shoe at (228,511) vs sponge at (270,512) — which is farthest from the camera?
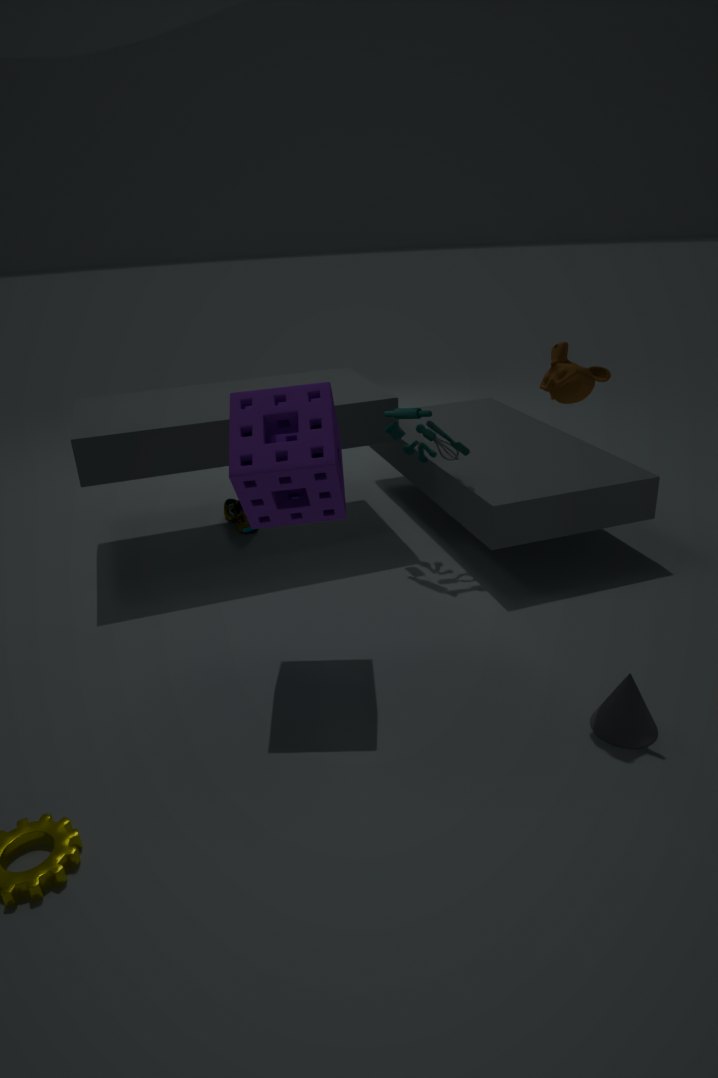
shoe at (228,511)
